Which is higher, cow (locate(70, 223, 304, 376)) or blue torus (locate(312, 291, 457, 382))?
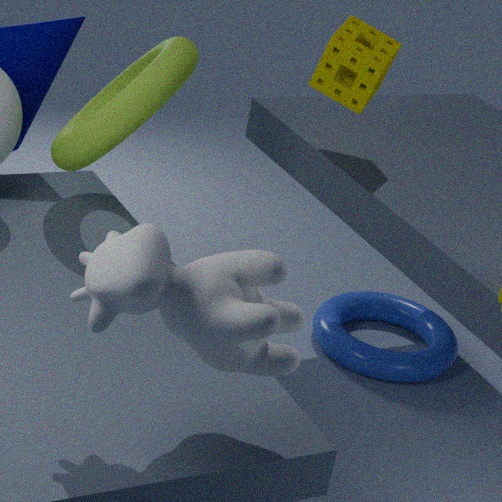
cow (locate(70, 223, 304, 376))
